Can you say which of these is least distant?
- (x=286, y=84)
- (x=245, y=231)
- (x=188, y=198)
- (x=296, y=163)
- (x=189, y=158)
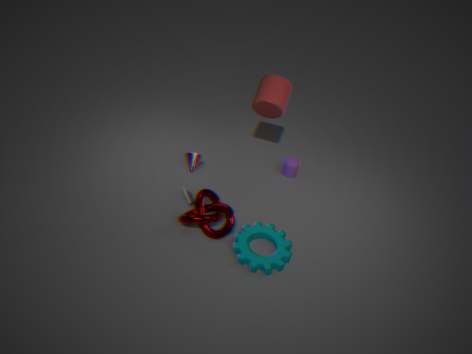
(x=245, y=231)
